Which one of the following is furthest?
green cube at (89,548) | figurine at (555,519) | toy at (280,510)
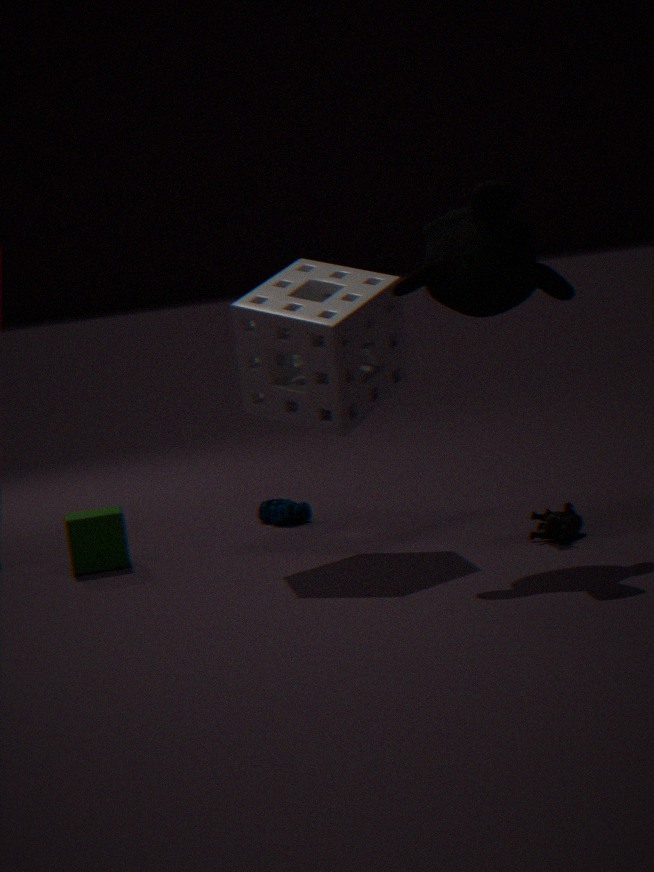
toy at (280,510)
